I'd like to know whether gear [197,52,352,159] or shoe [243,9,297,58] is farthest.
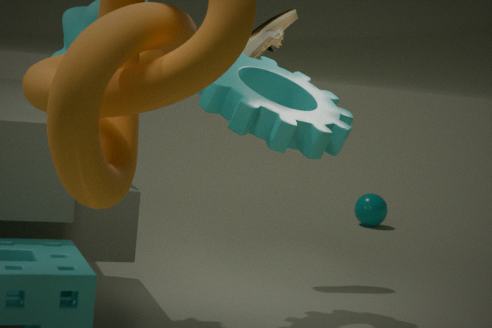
shoe [243,9,297,58]
